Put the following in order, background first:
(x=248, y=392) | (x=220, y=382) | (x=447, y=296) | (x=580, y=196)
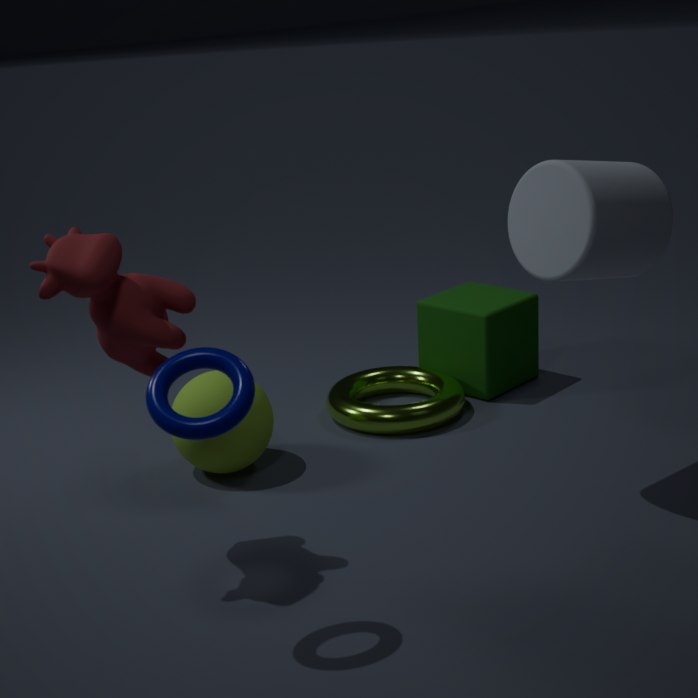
(x=447, y=296) → (x=220, y=382) → (x=580, y=196) → (x=248, y=392)
